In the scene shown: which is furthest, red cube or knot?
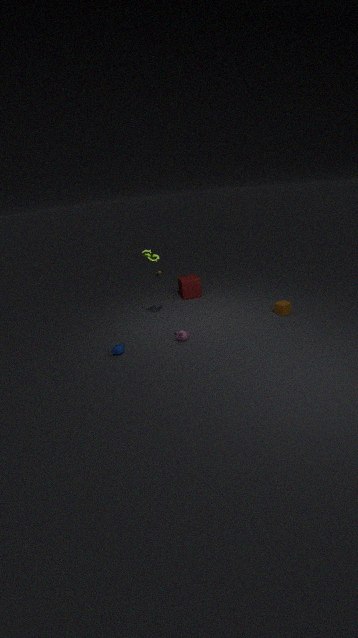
red cube
